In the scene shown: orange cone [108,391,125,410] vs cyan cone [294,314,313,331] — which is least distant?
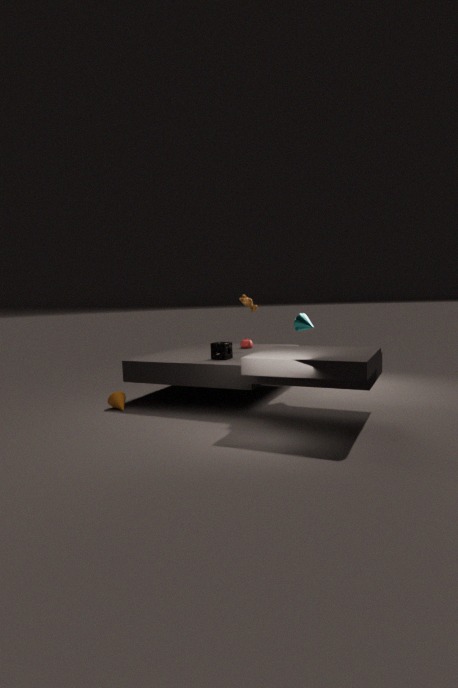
orange cone [108,391,125,410]
